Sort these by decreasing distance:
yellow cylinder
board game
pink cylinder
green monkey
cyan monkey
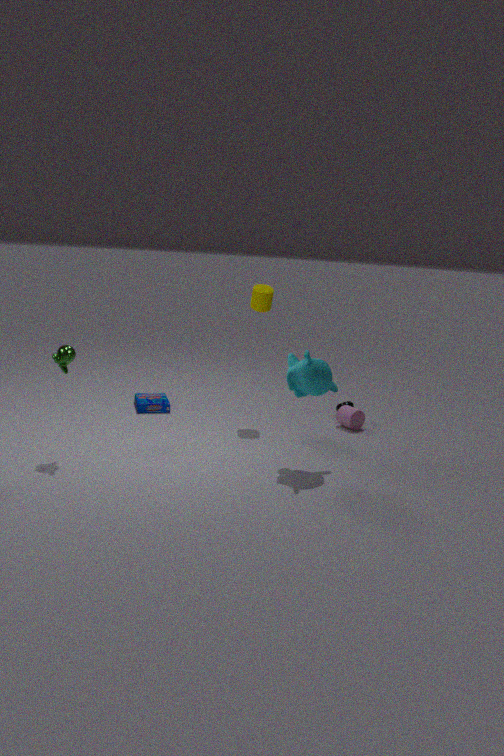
board game < pink cylinder < yellow cylinder < green monkey < cyan monkey
